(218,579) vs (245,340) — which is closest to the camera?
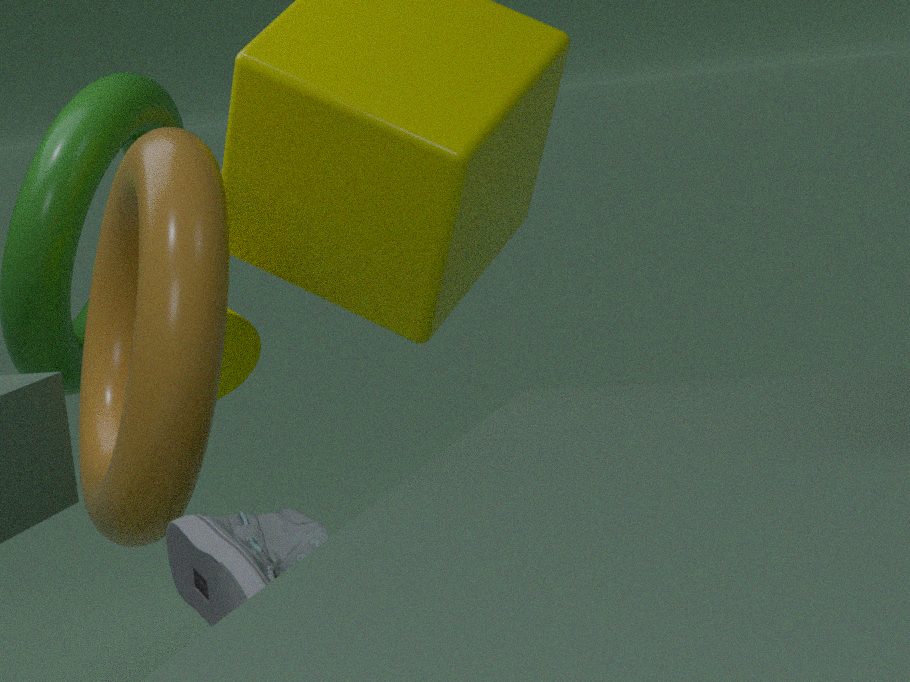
(218,579)
